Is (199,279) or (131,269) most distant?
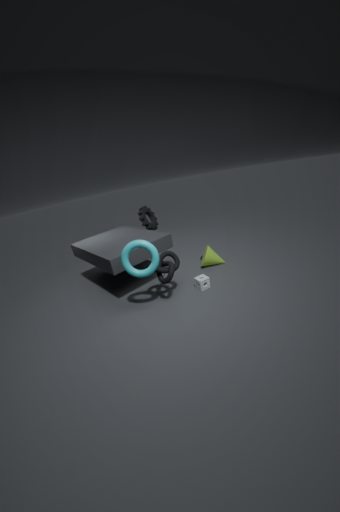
(199,279)
